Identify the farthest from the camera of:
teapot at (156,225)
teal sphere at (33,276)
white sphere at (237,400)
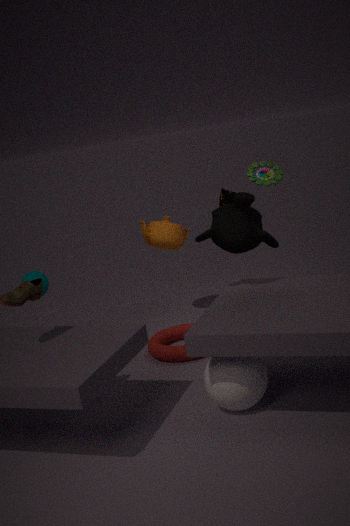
teapot at (156,225)
